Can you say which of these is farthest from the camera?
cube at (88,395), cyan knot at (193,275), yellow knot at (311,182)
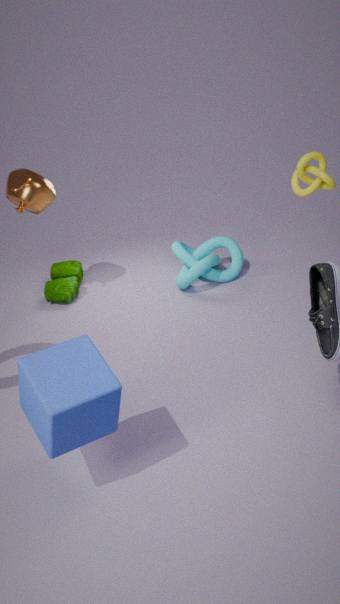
cyan knot at (193,275)
